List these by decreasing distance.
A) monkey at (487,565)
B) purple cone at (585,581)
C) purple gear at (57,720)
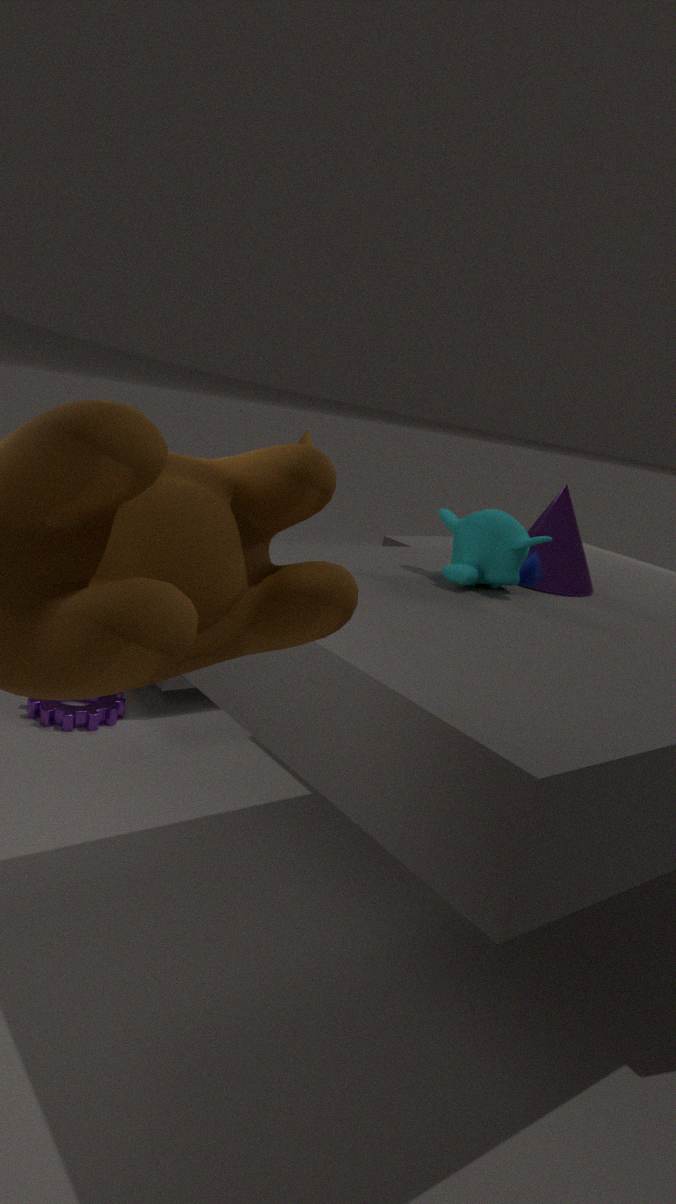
C. purple gear at (57,720) → B. purple cone at (585,581) → A. monkey at (487,565)
